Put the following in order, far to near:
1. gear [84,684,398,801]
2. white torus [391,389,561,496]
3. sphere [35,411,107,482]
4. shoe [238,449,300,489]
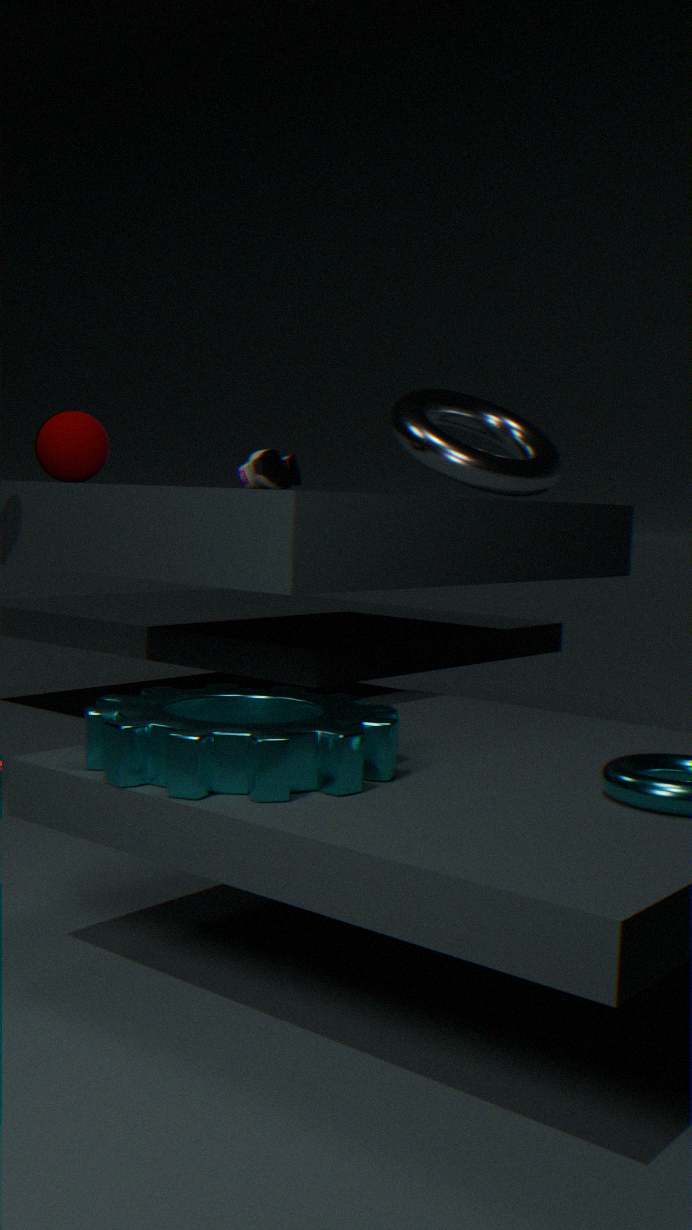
white torus [391,389,561,496] < shoe [238,449,300,489] < sphere [35,411,107,482] < gear [84,684,398,801]
